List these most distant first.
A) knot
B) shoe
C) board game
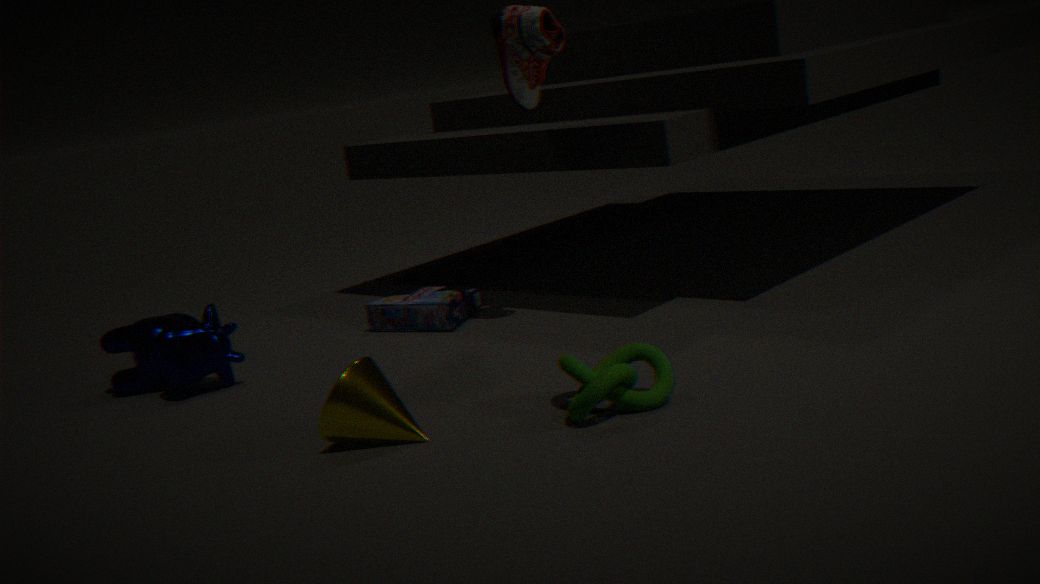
1. board game
2. shoe
3. knot
